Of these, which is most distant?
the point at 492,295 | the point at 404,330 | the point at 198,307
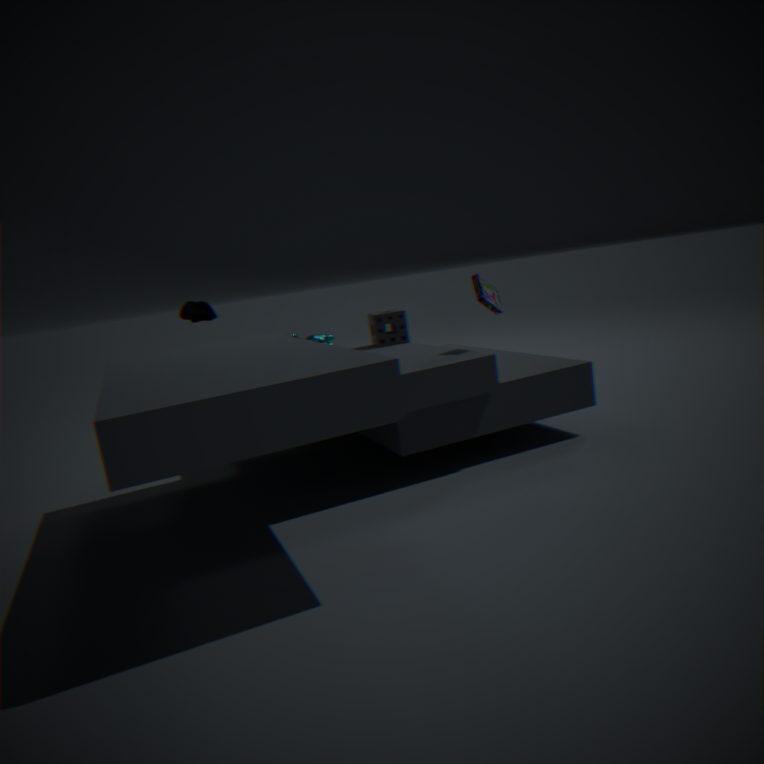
the point at 404,330
